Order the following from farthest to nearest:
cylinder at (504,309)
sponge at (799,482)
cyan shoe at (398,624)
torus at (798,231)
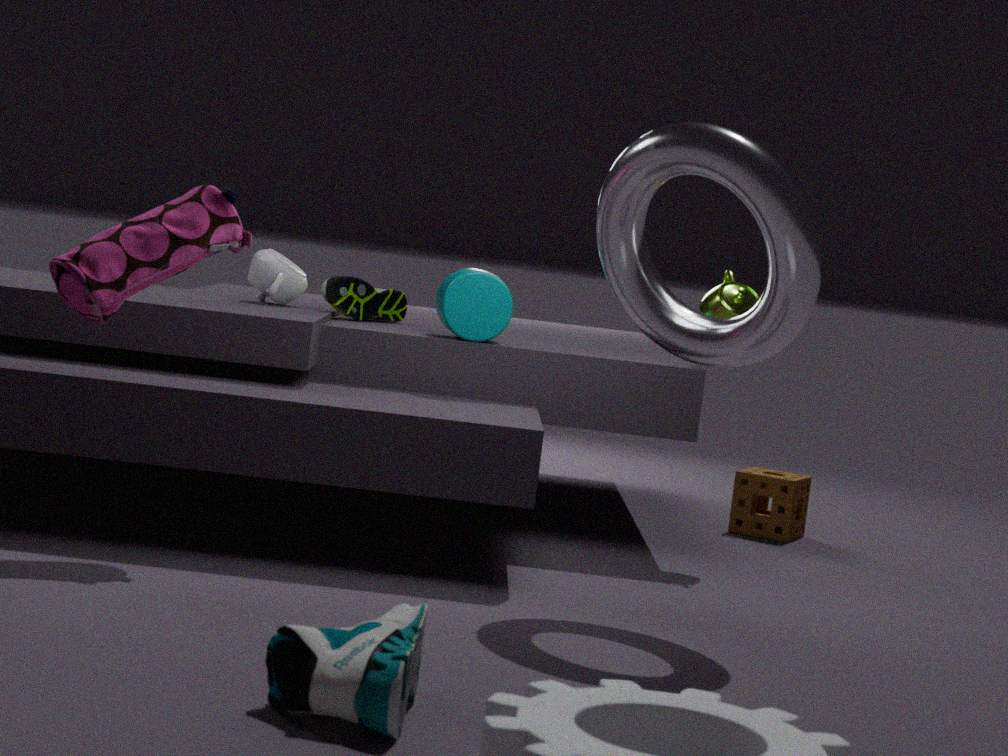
sponge at (799,482) → cylinder at (504,309) → torus at (798,231) → cyan shoe at (398,624)
